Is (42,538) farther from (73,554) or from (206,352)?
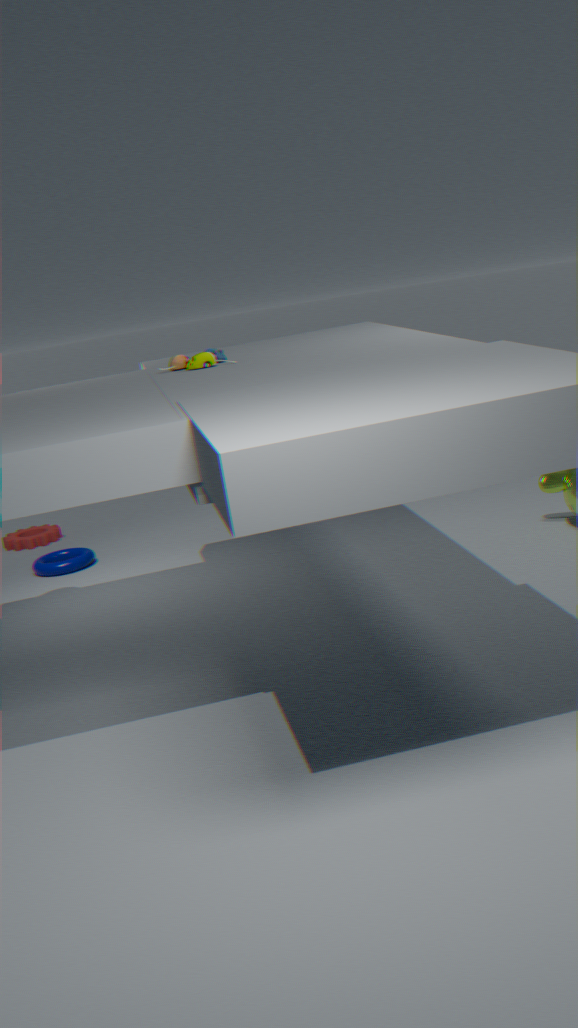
(206,352)
